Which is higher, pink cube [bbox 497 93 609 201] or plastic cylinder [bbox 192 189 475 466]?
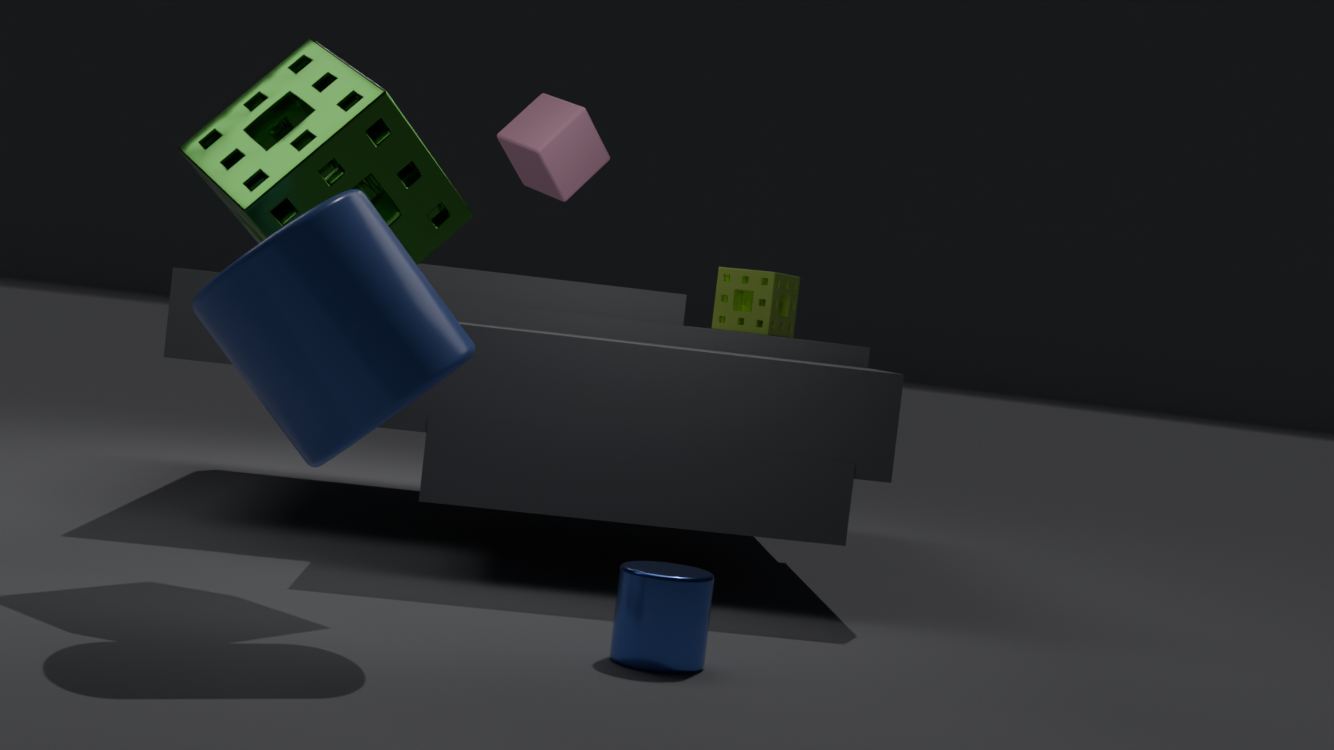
pink cube [bbox 497 93 609 201]
